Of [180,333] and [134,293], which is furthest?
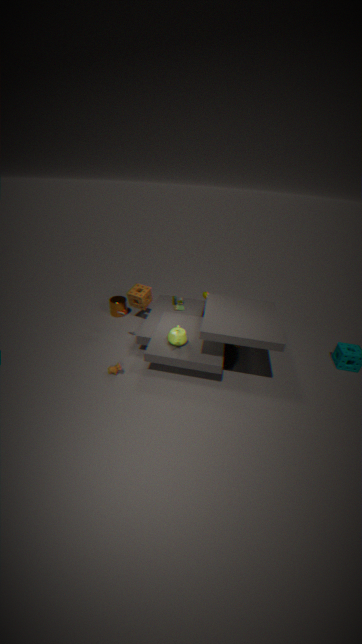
[134,293]
